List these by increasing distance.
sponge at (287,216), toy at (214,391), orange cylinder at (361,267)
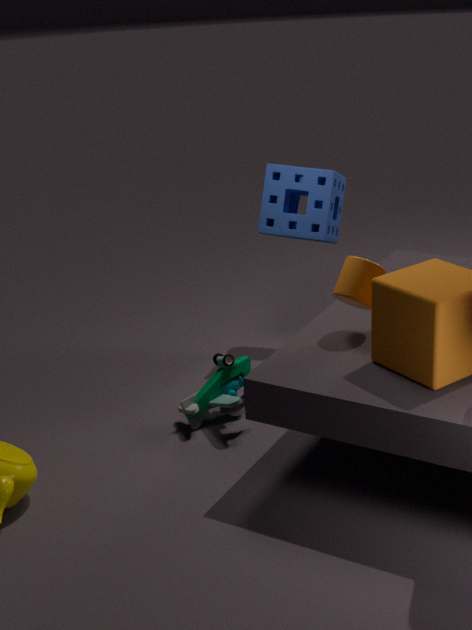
1. orange cylinder at (361,267)
2. toy at (214,391)
3. sponge at (287,216)
